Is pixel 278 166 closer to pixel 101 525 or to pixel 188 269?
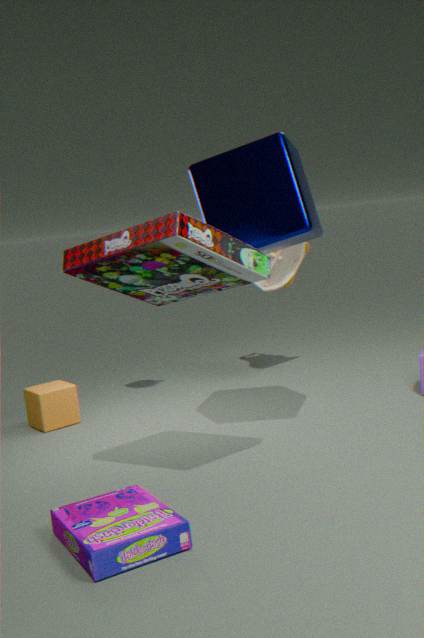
pixel 188 269
